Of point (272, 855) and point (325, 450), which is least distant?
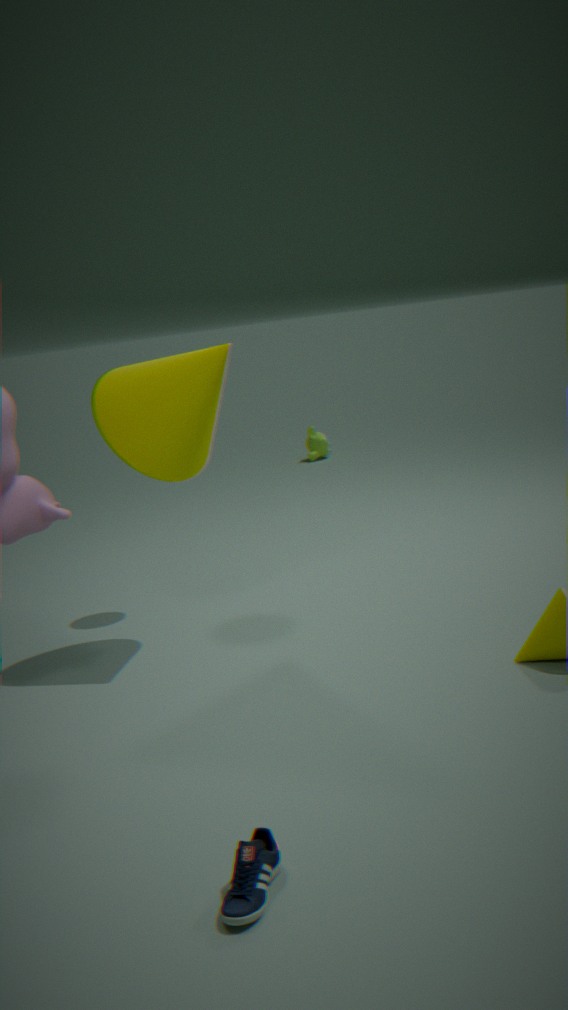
point (272, 855)
